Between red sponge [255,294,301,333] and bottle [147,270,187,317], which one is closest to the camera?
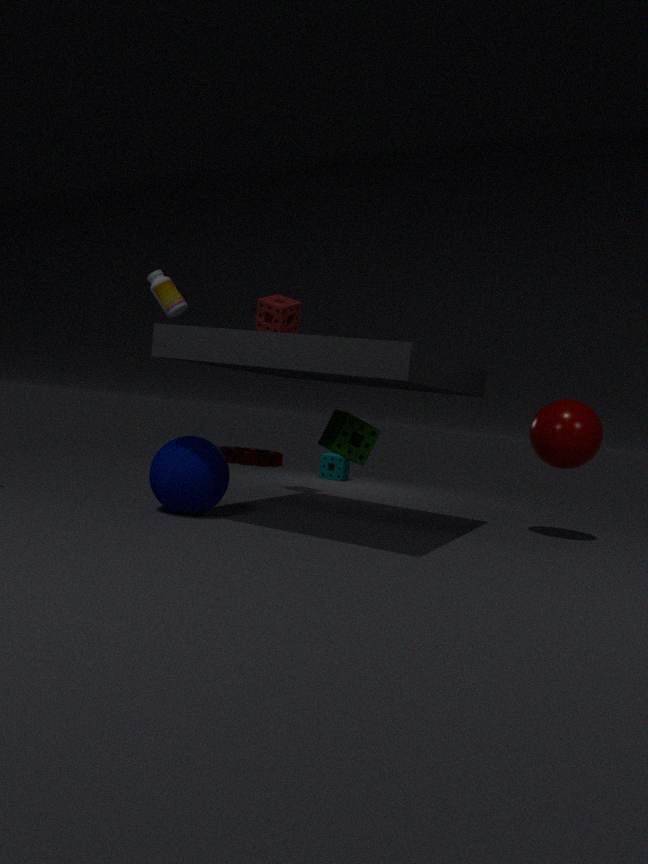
bottle [147,270,187,317]
